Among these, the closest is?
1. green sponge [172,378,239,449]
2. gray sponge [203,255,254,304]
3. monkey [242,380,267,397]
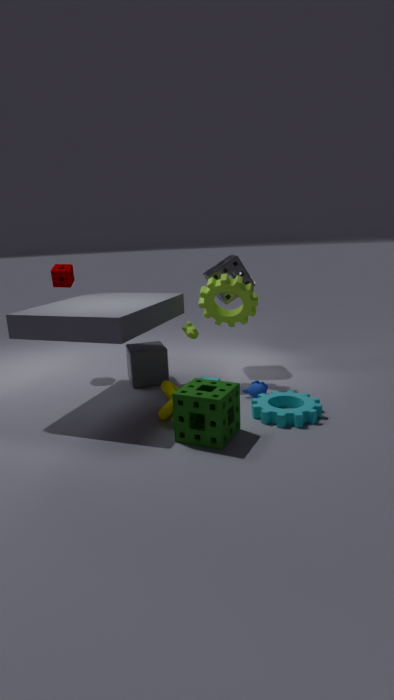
green sponge [172,378,239,449]
